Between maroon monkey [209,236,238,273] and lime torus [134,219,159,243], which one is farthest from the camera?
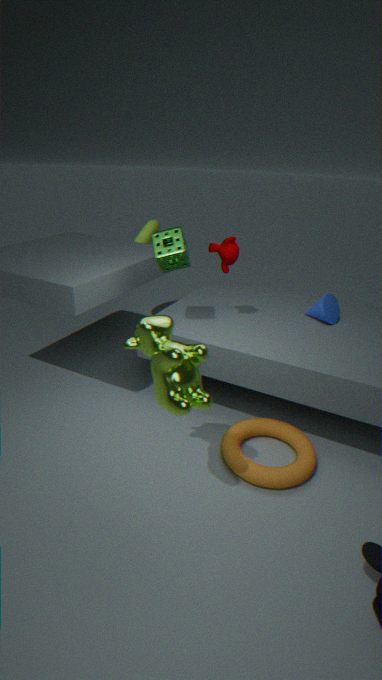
lime torus [134,219,159,243]
